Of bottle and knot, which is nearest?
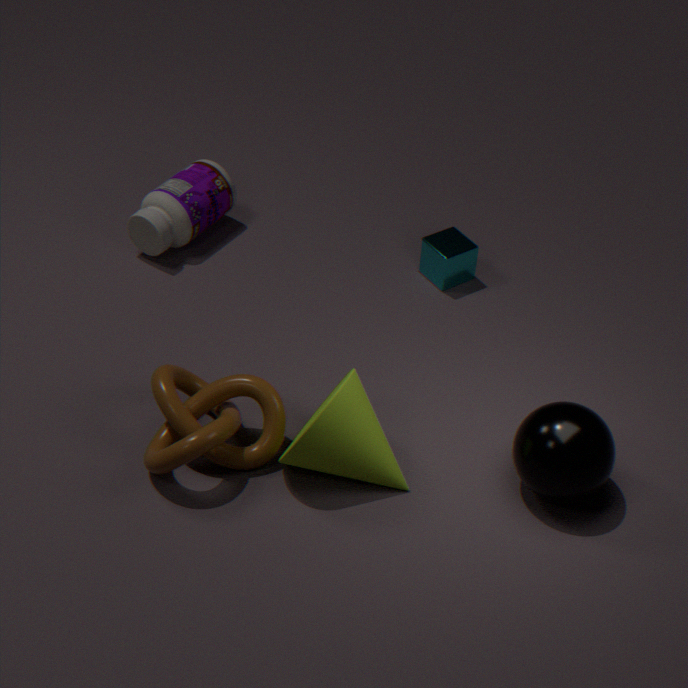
knot
